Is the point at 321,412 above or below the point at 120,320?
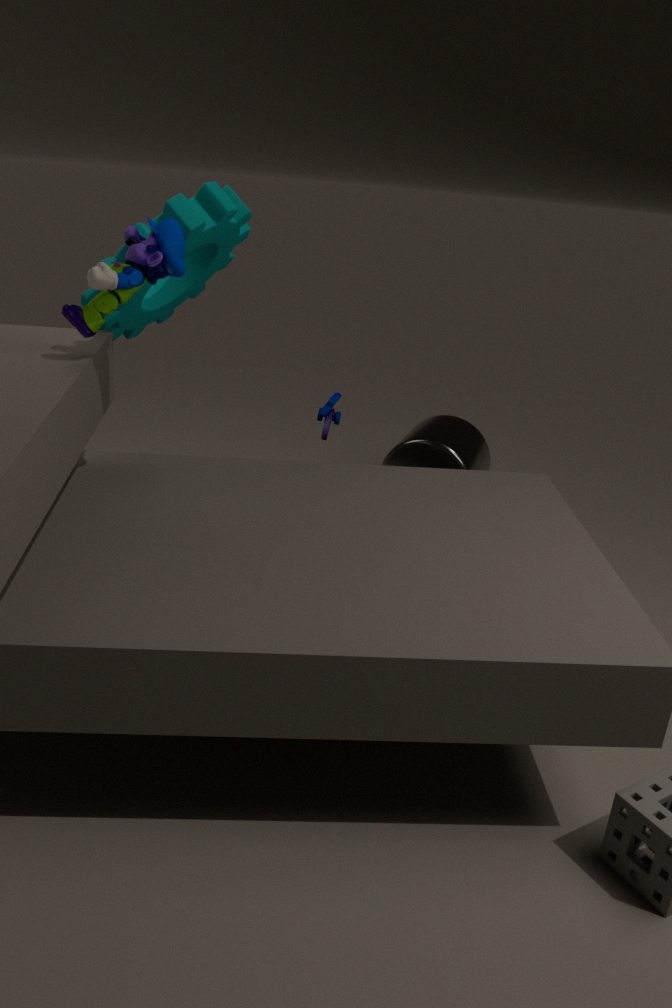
below
